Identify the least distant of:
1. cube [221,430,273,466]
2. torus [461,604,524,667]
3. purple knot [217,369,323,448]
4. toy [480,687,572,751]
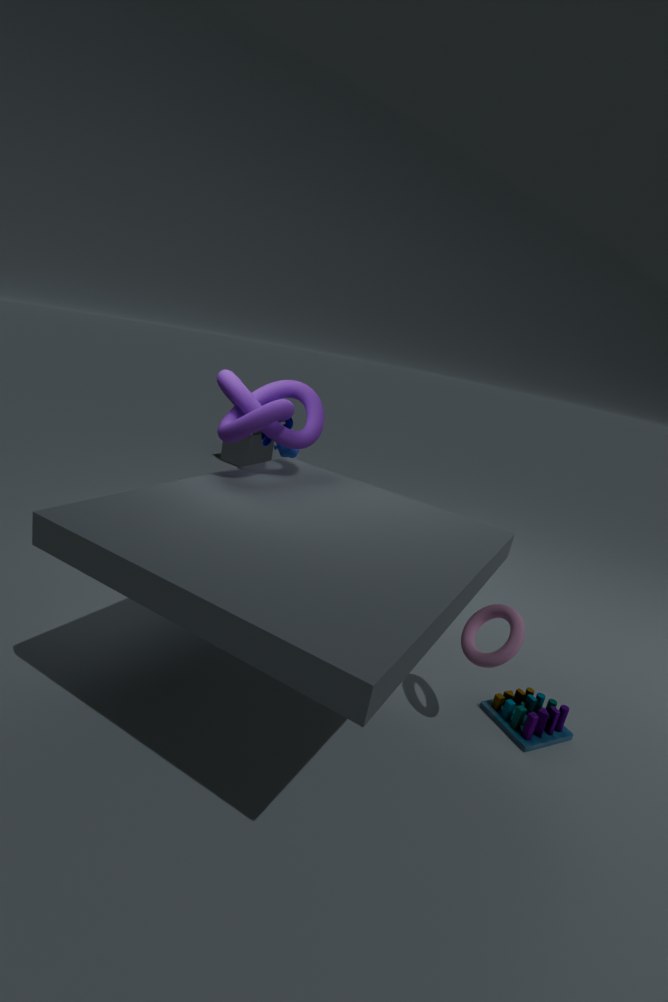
torus [461,604,524,667]
